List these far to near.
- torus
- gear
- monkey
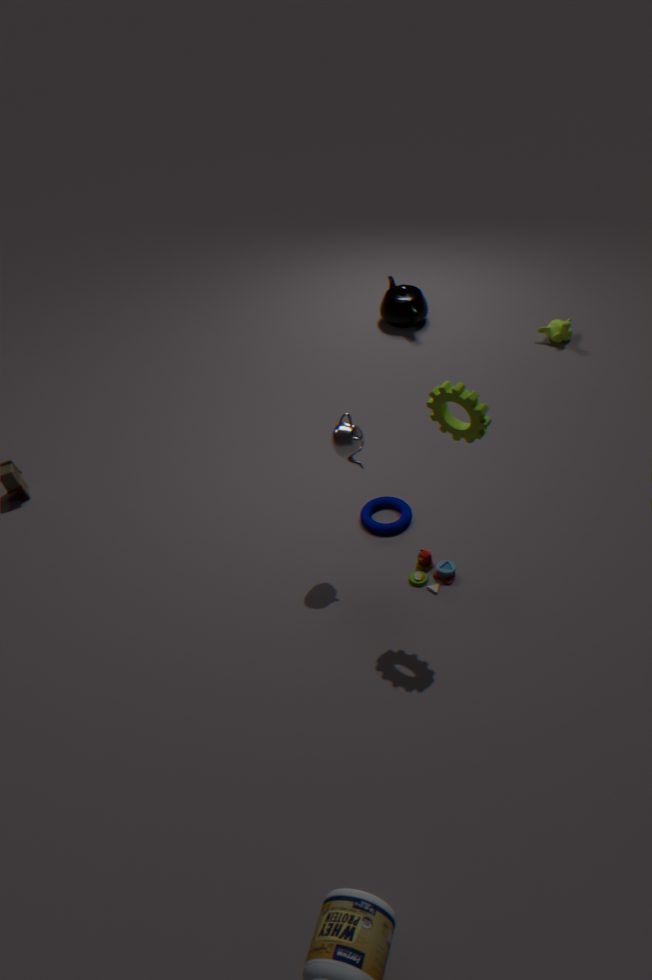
monkey
torus
gear
